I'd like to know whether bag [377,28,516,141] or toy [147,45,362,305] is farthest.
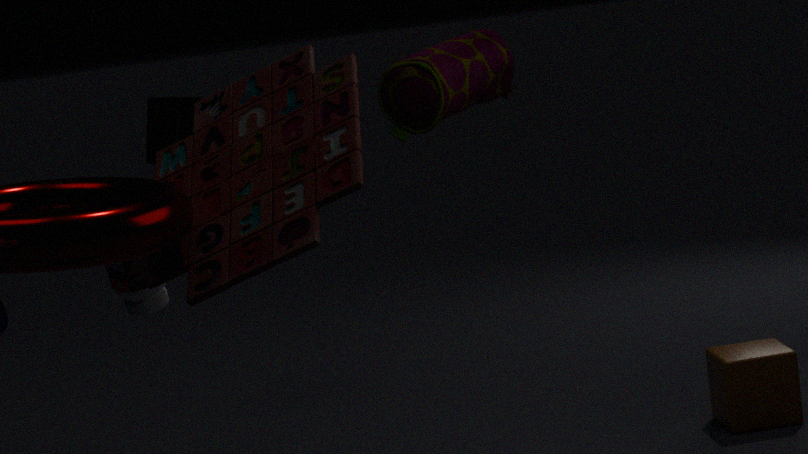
bag [377,28,516,141]
